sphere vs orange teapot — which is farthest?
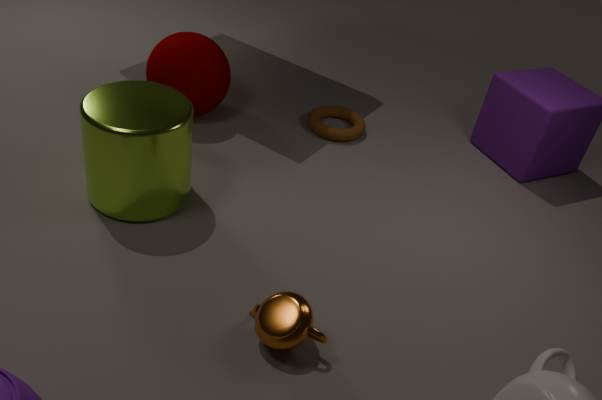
sphere
